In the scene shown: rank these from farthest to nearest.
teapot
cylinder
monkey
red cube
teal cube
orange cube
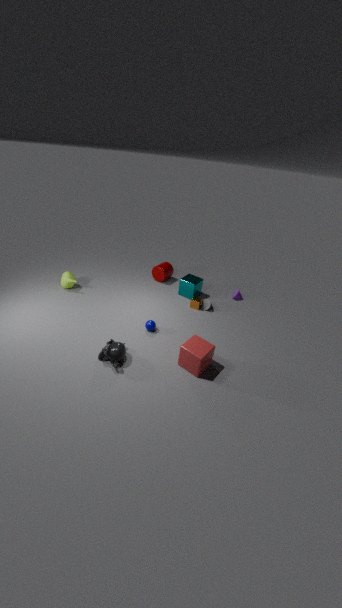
cylinder → teal cube → teapot → orange cube → monkey → red cube
